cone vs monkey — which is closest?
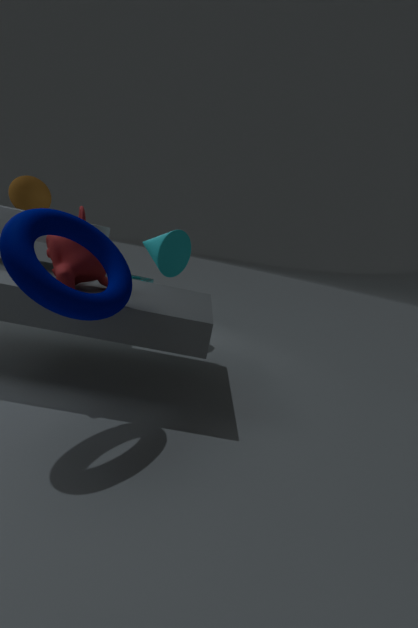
monkey
